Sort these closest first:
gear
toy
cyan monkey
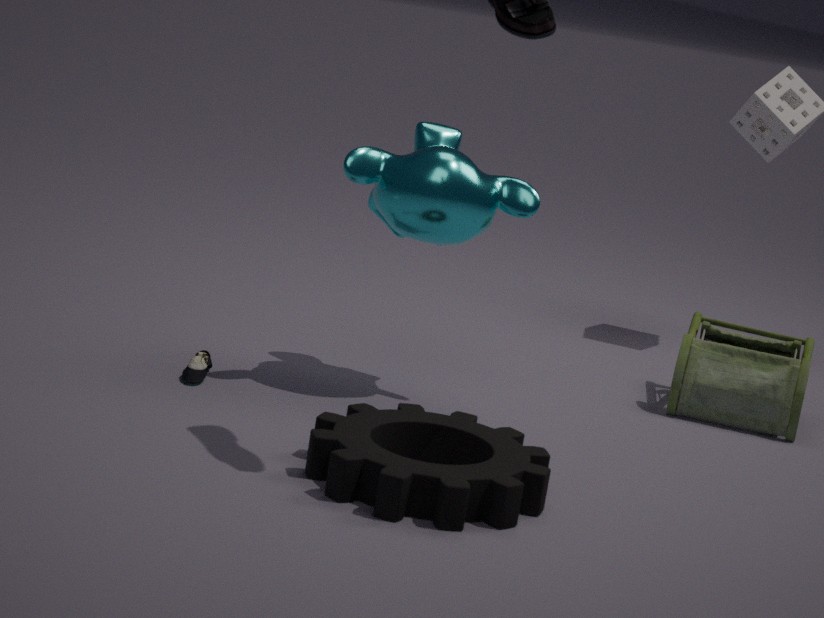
gear → cyan monkey → toy
